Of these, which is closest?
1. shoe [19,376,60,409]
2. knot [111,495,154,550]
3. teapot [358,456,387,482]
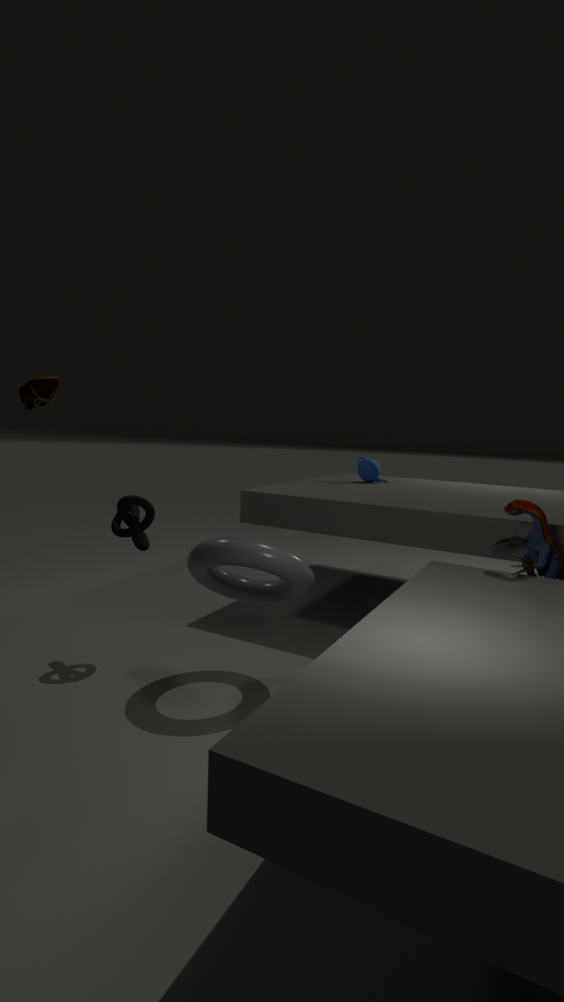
shoe [19,376,60,409]
